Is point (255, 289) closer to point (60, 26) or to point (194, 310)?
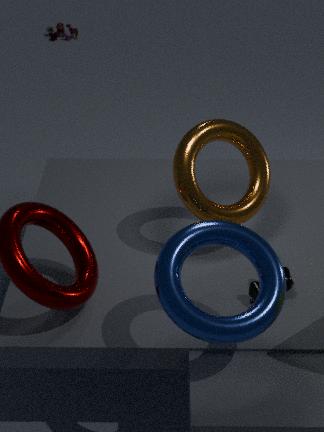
point (194, 310)
